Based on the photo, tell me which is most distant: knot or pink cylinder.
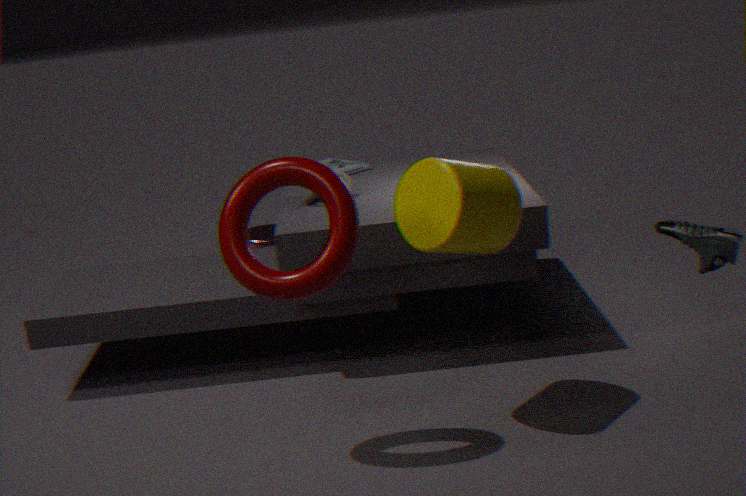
pink cylinder
